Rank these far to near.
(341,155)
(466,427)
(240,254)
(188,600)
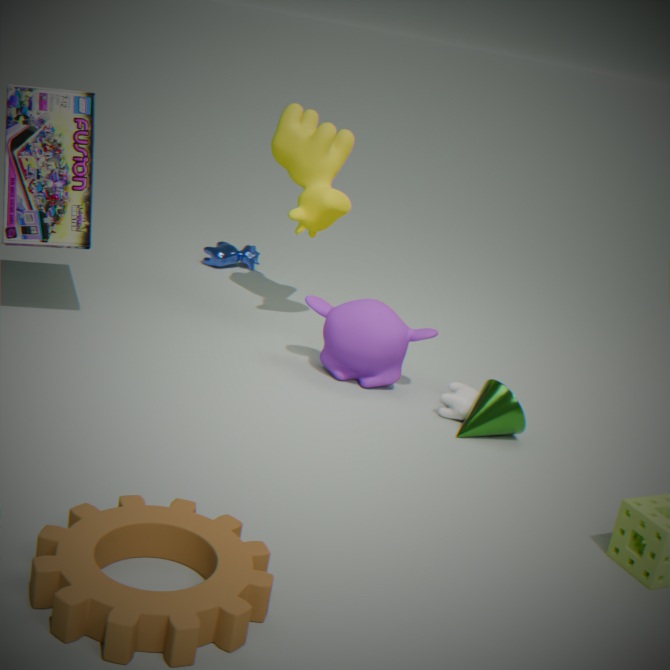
(240,254) < (341,155) < (466,427) < (188,600)
